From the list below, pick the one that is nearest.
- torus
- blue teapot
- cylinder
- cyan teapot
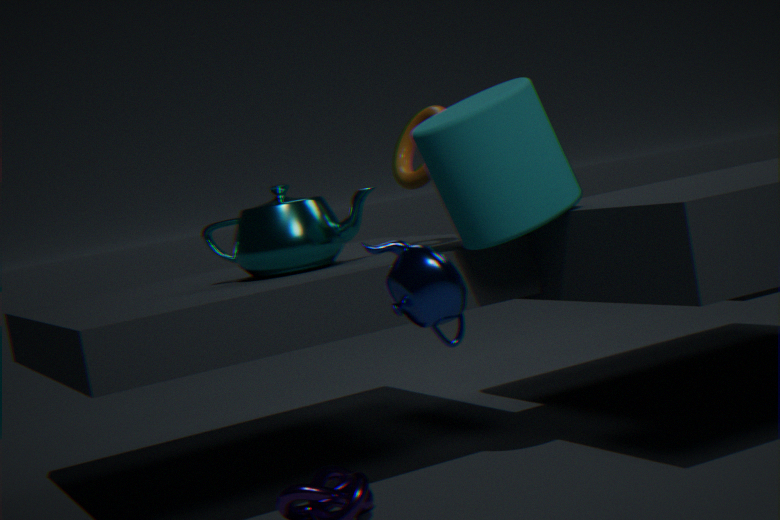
blue teapot
